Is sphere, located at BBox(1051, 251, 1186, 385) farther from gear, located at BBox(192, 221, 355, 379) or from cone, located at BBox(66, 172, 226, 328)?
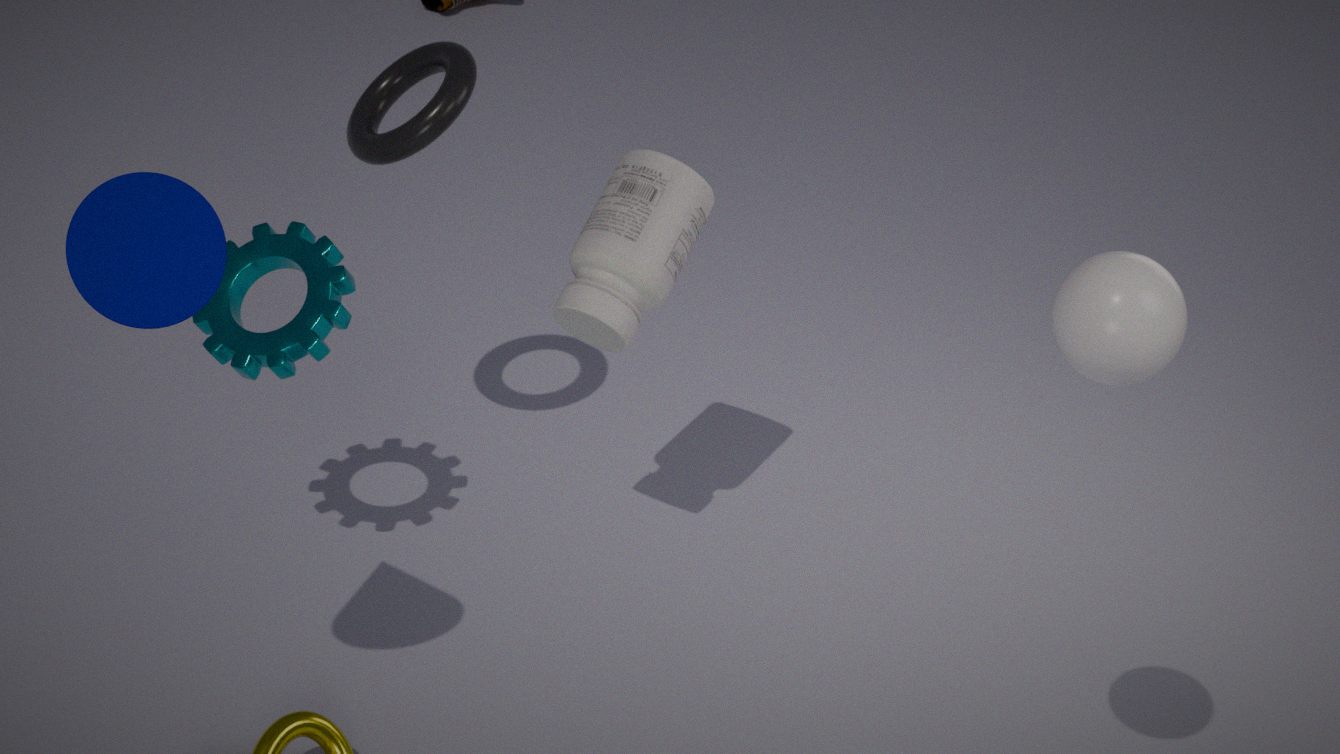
gear, located at BBox(192, 221, 355, 379)
